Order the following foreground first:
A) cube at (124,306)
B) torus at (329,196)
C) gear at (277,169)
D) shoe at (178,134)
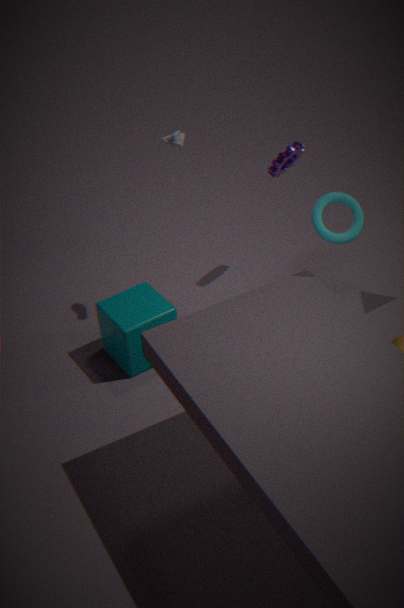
torus at (329,196)
shoe at (178,134)
cube at (124,306)
gear at (277,169)
